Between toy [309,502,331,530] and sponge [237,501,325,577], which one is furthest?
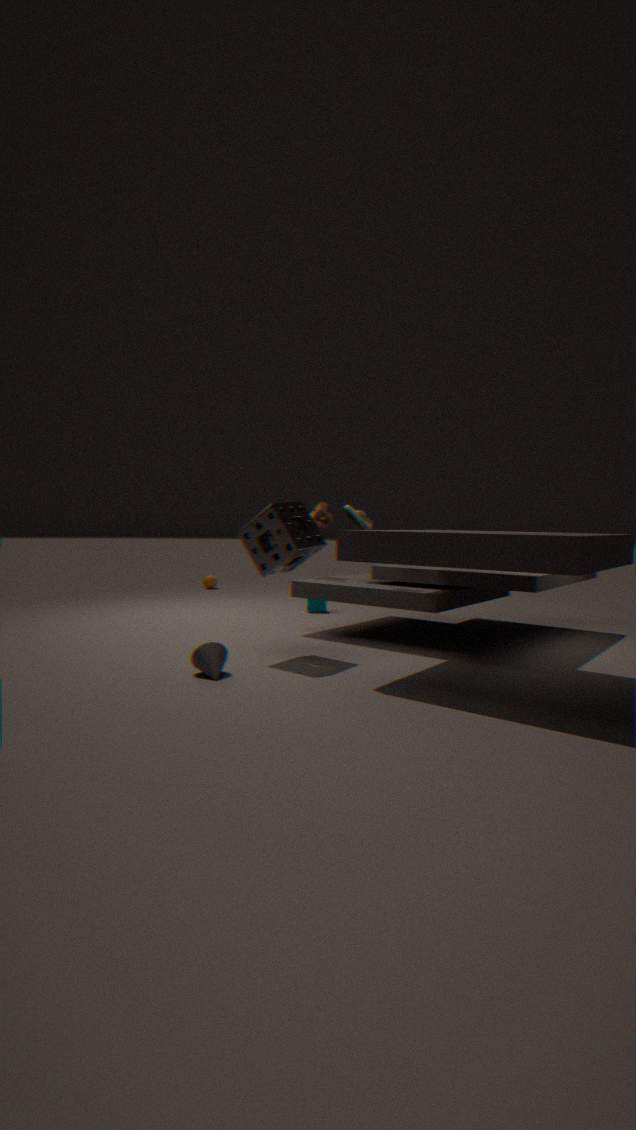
toy [309,502,331,530]
